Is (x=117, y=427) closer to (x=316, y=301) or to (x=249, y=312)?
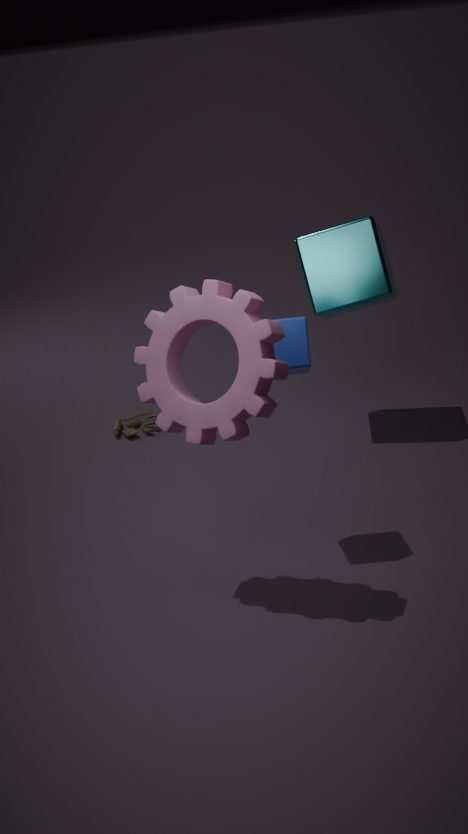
(x=316, y=301)
